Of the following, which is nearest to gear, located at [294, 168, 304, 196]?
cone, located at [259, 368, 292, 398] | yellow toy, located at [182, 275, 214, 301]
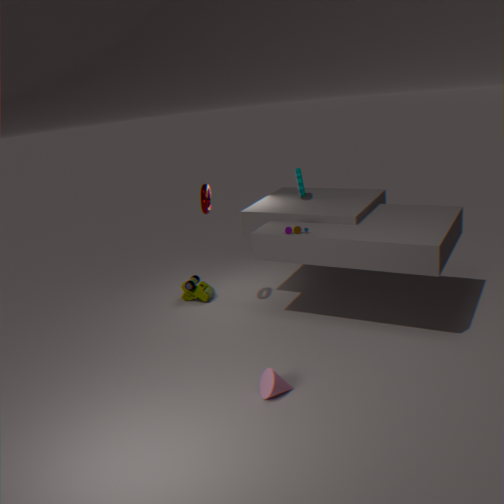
yellow toy, located at [182, 275, 214, 301]
